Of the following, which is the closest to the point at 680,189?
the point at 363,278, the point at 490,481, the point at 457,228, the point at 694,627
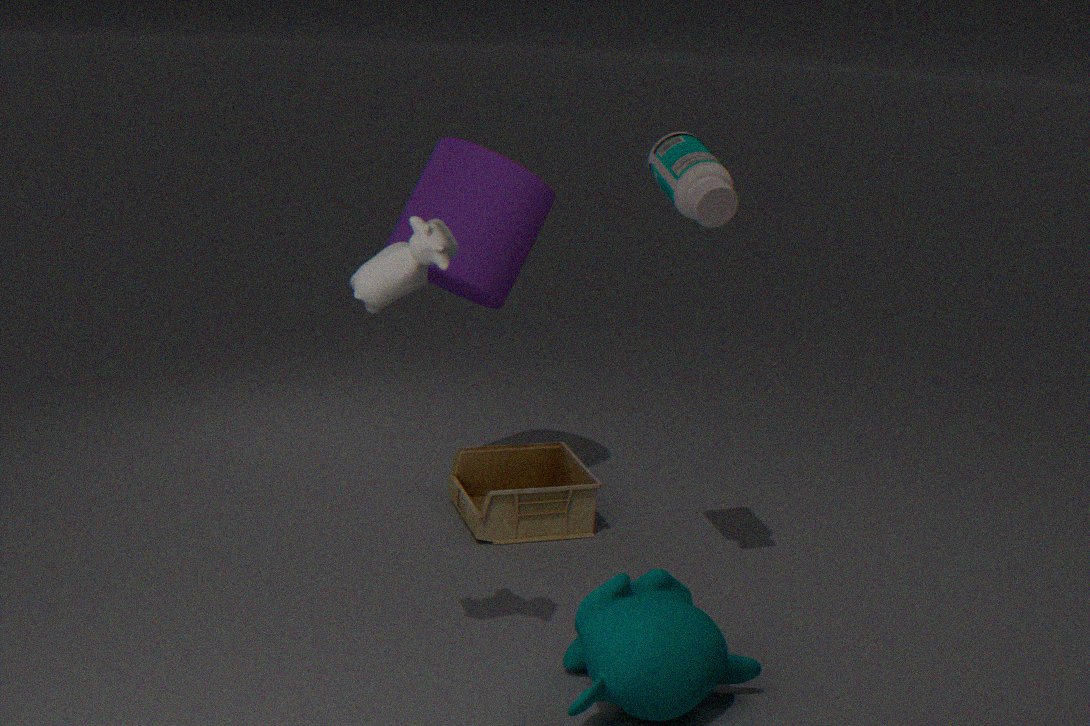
the point at 363,278
